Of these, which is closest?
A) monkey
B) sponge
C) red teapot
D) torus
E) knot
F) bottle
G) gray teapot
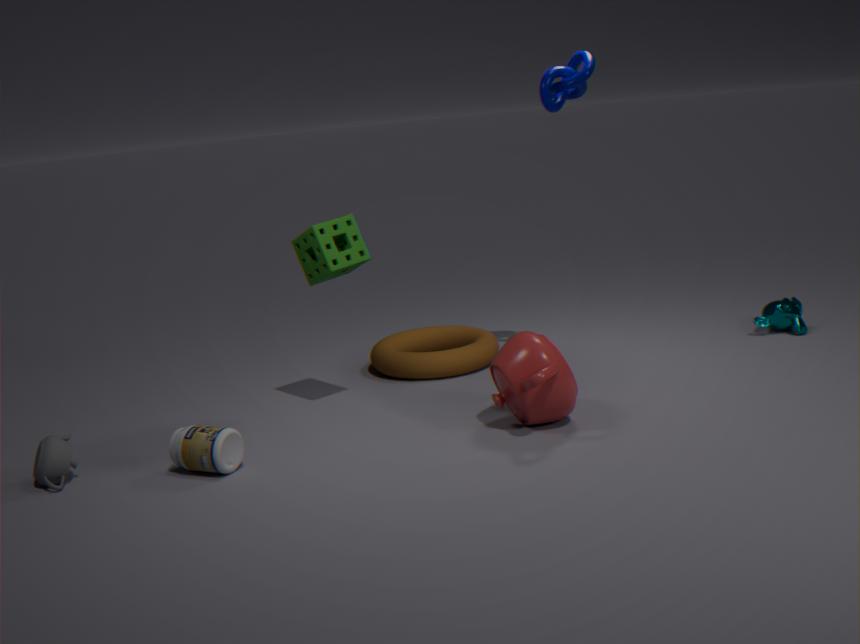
bottle
